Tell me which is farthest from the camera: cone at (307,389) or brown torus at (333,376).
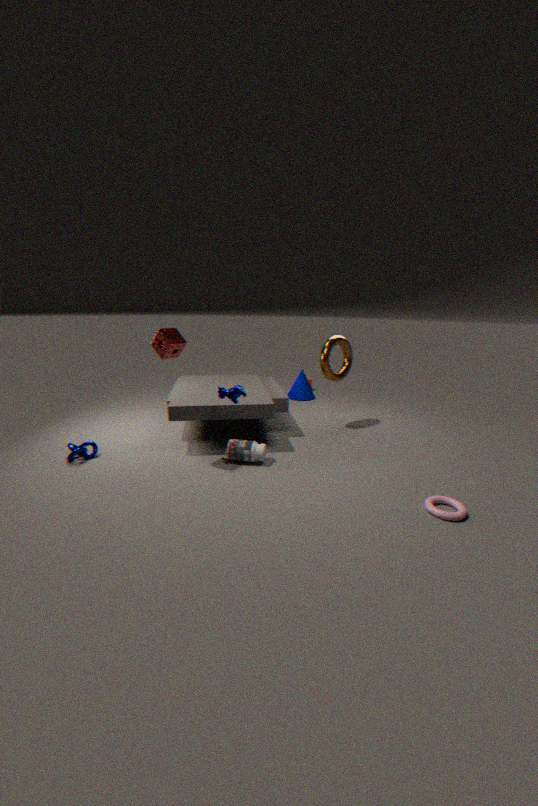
cone at (307,389)
